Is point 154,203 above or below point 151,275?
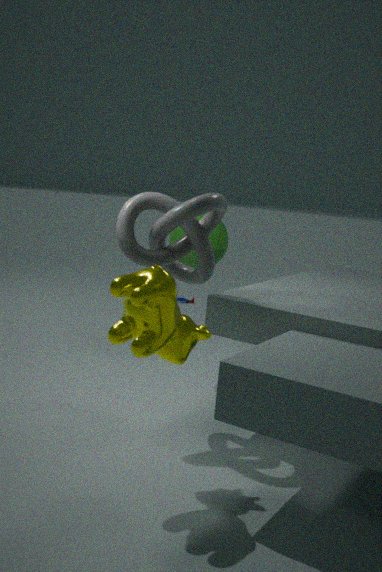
above
